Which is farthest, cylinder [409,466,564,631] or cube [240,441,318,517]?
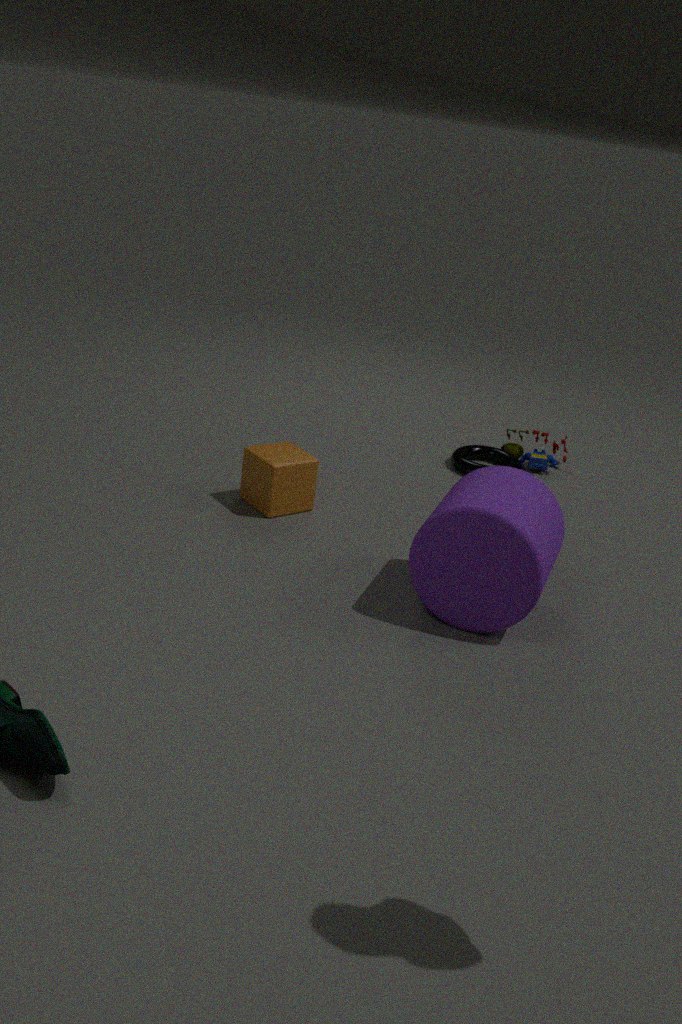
cube [240,441,318,517]
